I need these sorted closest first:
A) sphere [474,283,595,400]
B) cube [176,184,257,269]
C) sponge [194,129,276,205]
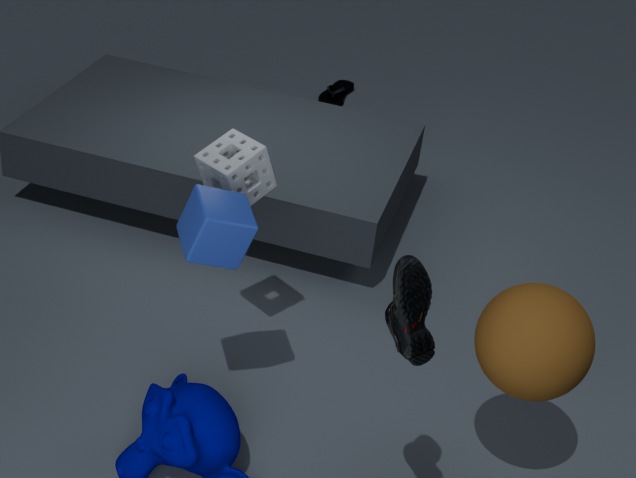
sphere [474,283,595,400], cube [176,184,257,269], sponge [194,129,276,205]
